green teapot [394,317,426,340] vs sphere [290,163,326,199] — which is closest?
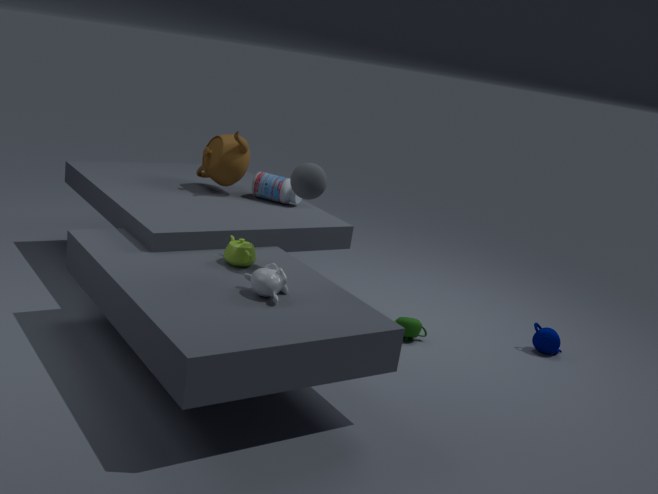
sphere [290,163,326,199]
